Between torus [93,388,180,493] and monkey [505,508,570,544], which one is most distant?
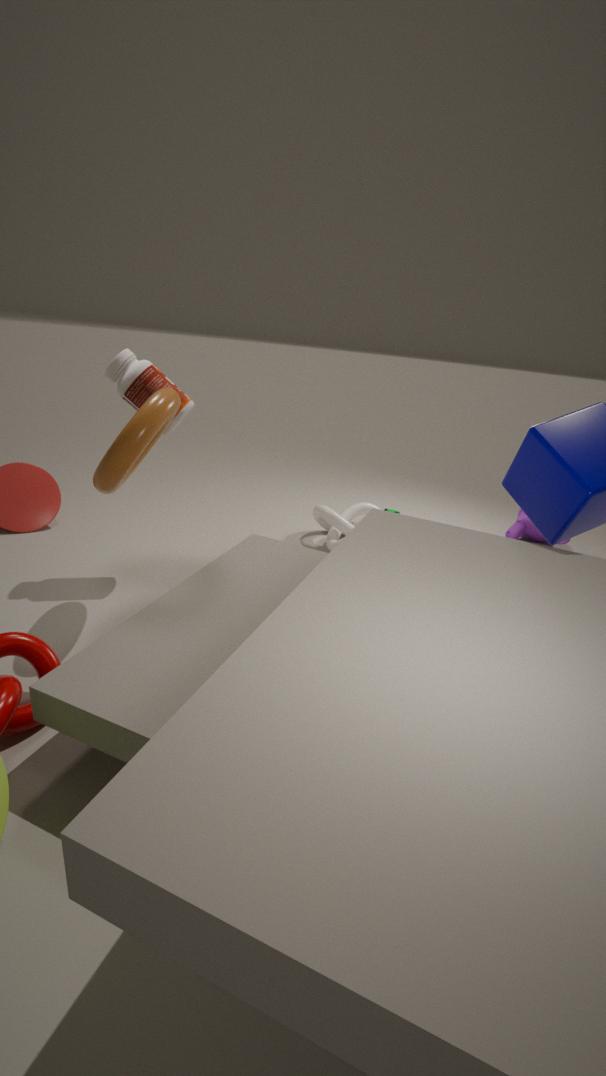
monkey [505,508,570,544]
